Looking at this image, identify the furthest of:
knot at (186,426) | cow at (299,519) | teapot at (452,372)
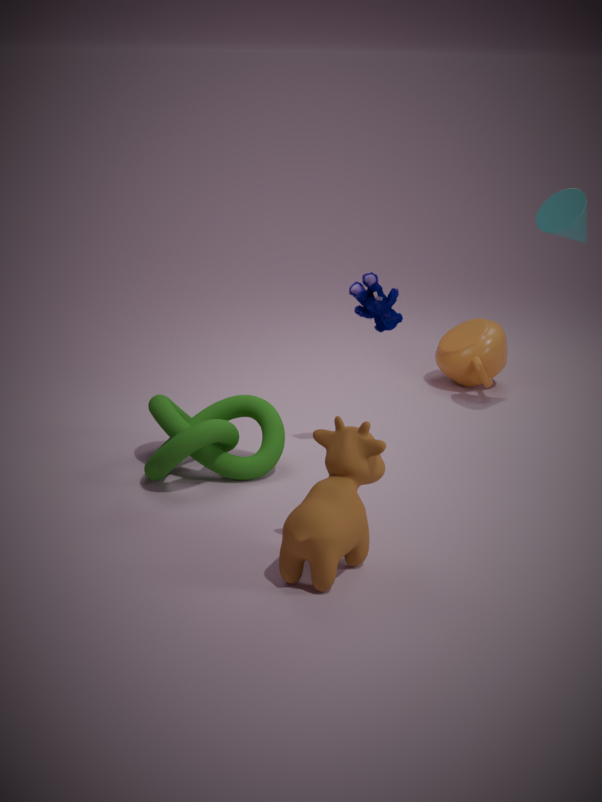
teapot at (452,372)
